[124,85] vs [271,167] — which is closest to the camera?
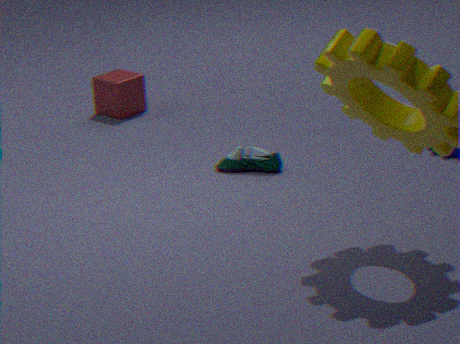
[271,167]
